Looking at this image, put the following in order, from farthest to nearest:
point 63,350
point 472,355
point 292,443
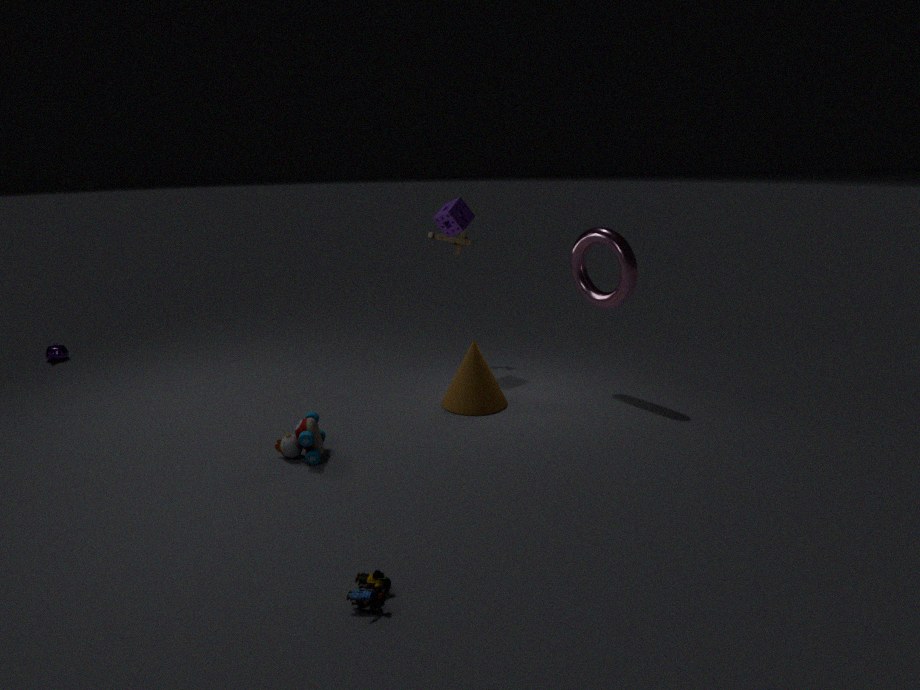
1. point 63,350
2. point 472,355
3. point 292,443
